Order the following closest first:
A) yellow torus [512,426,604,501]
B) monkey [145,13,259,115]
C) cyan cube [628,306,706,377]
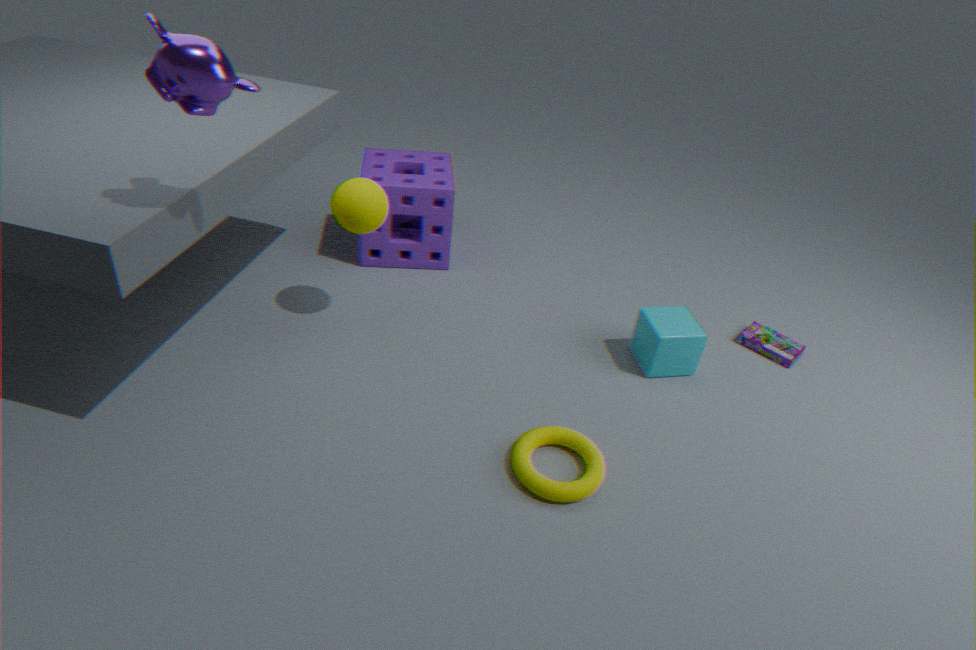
1. monkey [145,13,259,115]
2. yellow torus [512,426,604,501]
3. cyan cube [628,306,706,377]
